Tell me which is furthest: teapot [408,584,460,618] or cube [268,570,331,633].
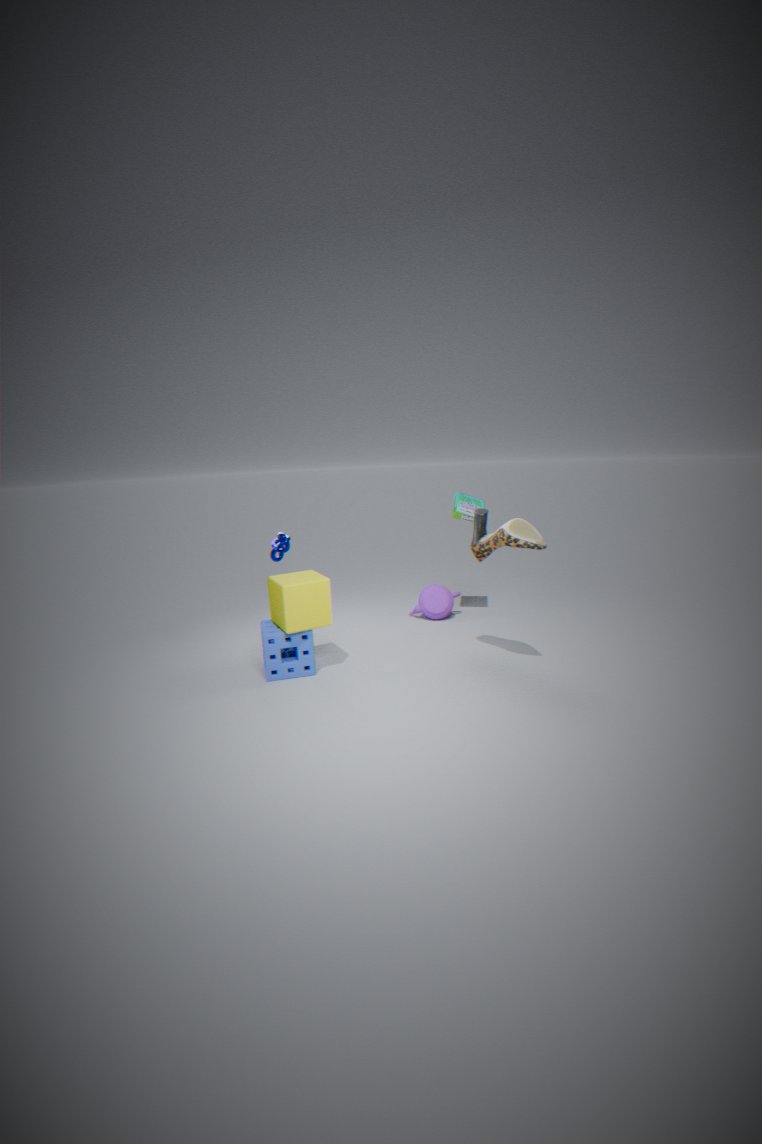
teapot [408,584,460,618]
